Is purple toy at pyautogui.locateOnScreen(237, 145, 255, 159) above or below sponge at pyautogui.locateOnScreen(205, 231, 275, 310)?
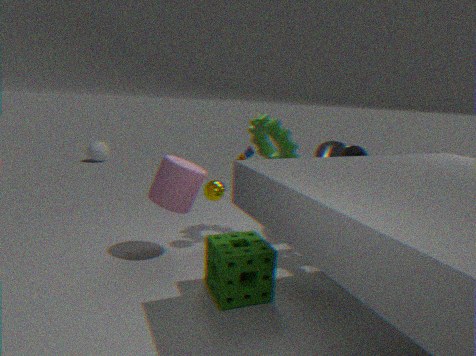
above
